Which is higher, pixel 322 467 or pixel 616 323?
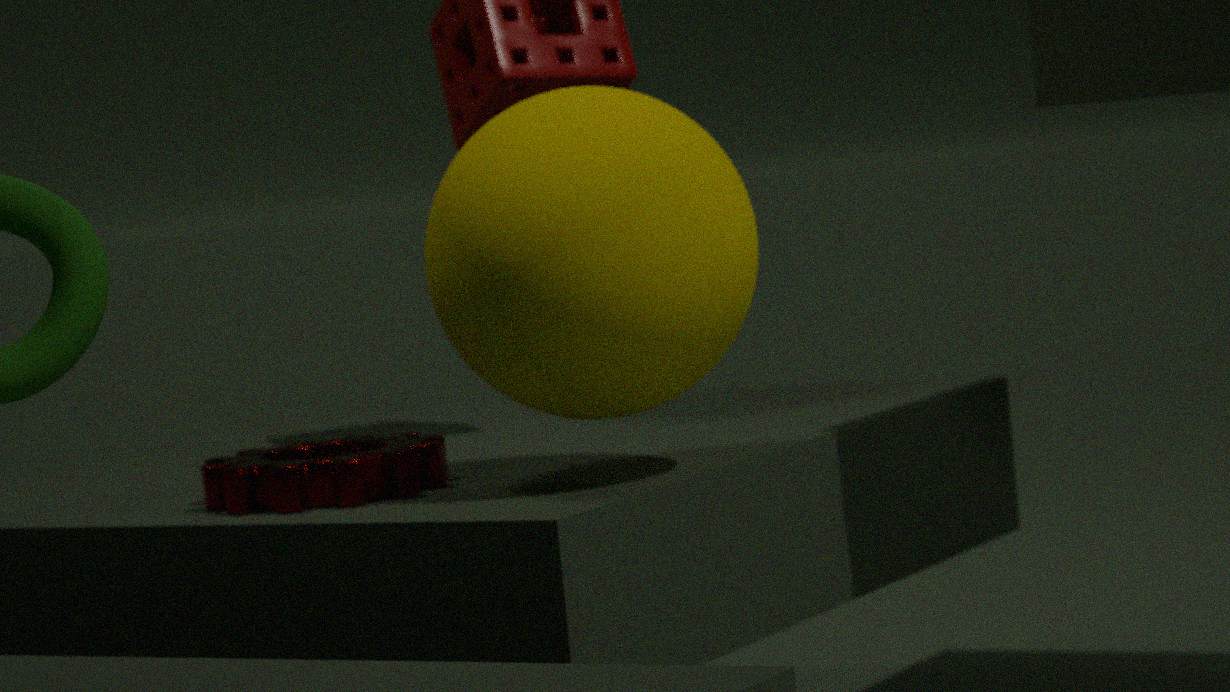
pixel 616 323
